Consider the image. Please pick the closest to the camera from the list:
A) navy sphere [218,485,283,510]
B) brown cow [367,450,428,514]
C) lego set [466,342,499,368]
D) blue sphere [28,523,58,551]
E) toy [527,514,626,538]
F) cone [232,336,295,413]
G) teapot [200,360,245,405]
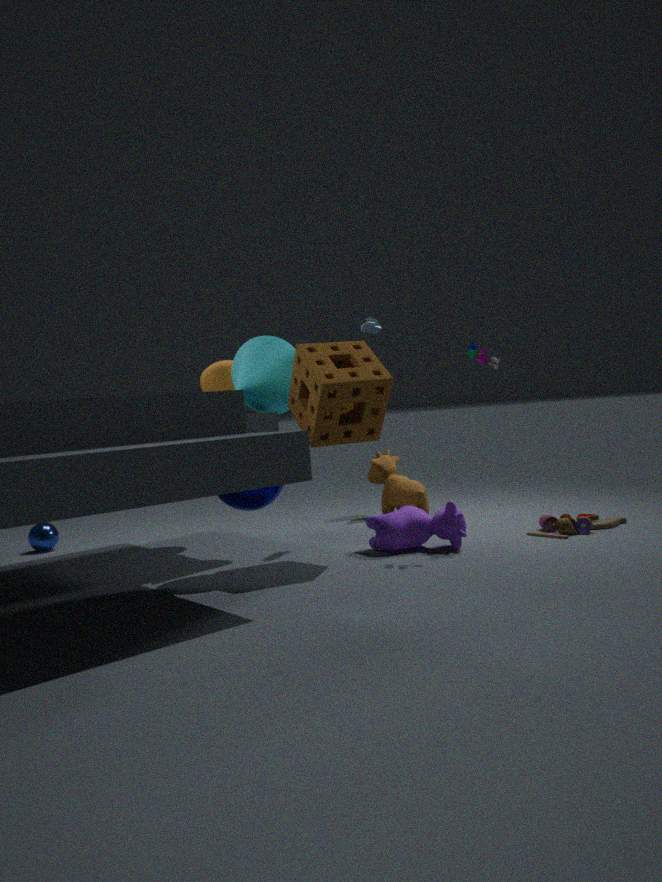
navy sphere [218,485,283,510]
